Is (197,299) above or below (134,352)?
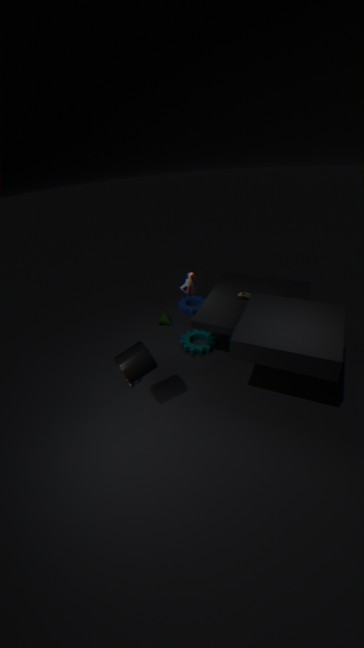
below
